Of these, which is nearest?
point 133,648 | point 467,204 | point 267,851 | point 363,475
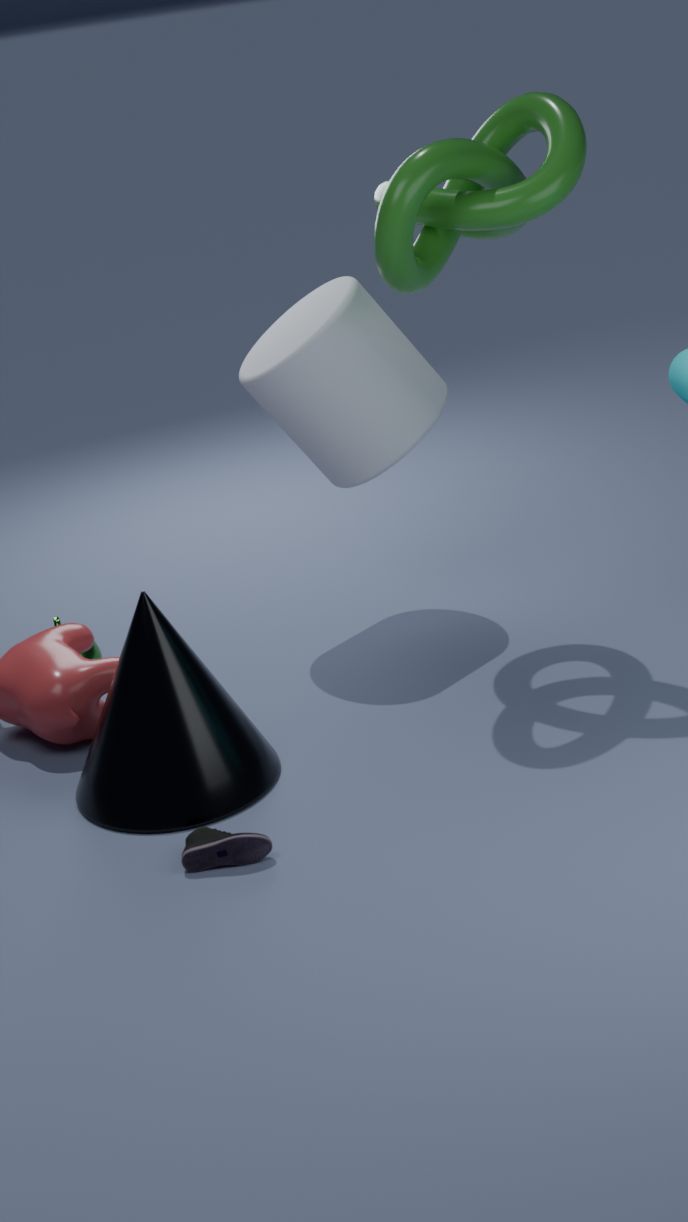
point 267,851
